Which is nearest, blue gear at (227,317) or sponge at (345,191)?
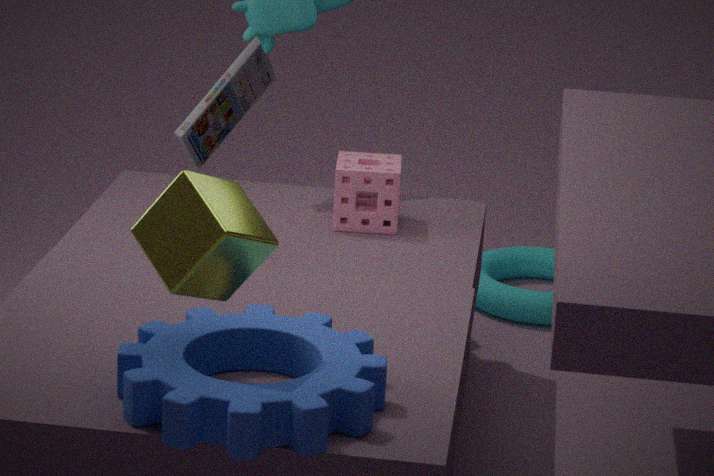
blue gear at (227,317)
